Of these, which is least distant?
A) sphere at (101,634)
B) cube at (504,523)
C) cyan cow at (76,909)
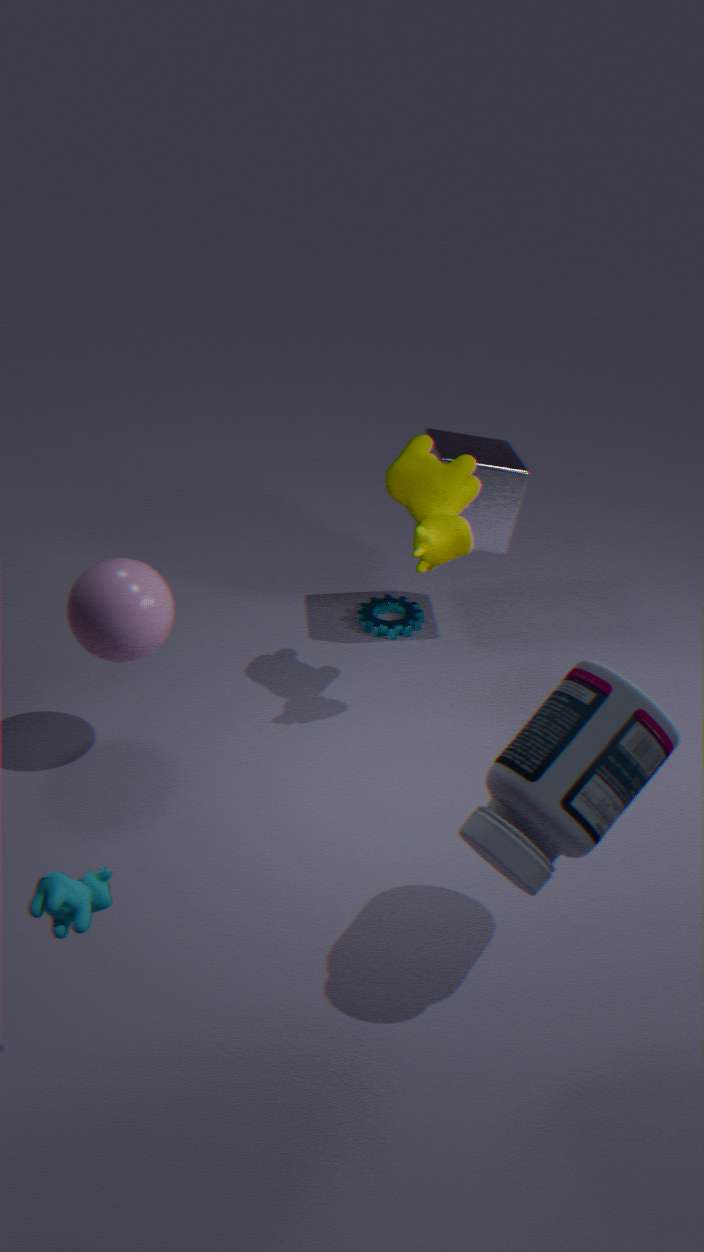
cyan cow at (76,909)
